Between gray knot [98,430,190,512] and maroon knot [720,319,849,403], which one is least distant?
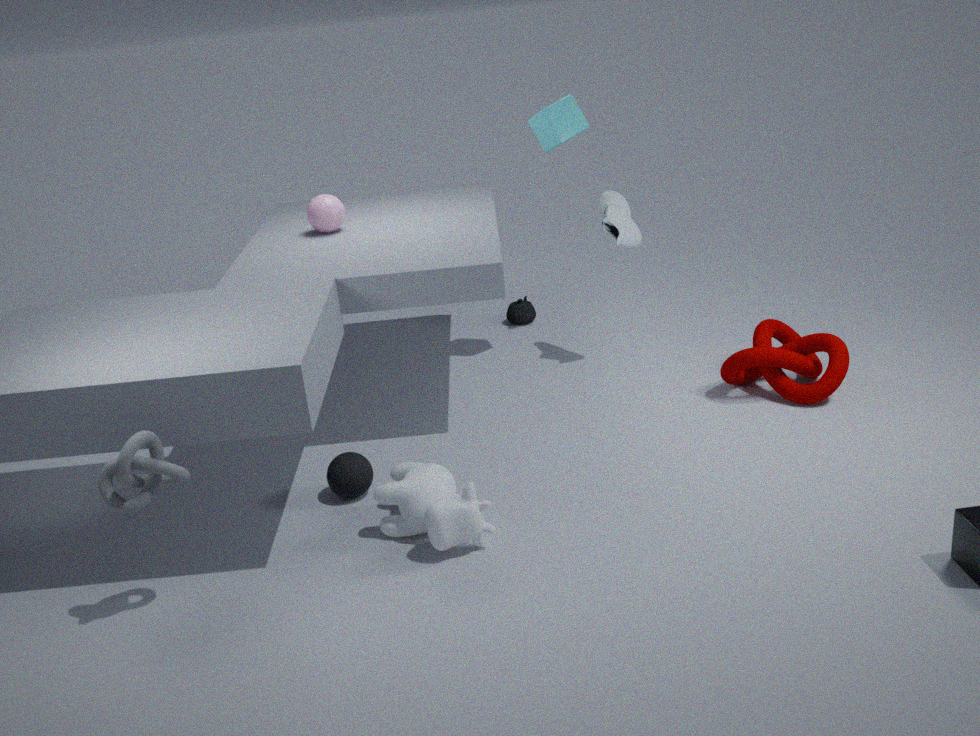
gray knot [98,430,190,512]
